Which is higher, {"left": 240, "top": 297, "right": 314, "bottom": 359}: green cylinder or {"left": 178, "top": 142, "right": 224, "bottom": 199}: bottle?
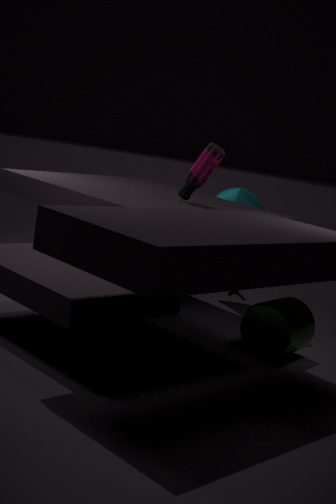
{"left": 178, "top": 142, "right": 224, "bottom": 199}: bottle
